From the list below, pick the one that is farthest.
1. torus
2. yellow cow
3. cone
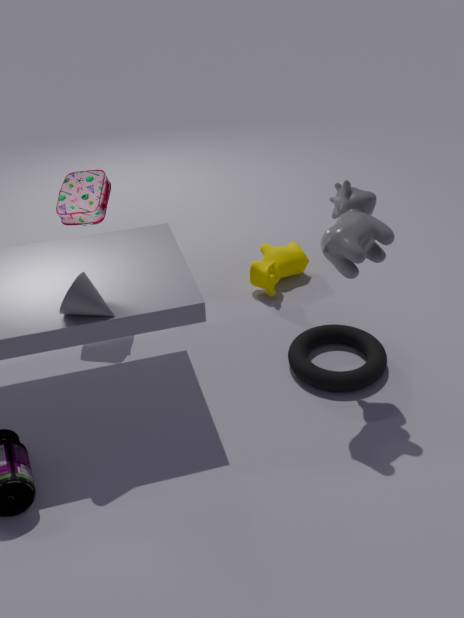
yellow cow
